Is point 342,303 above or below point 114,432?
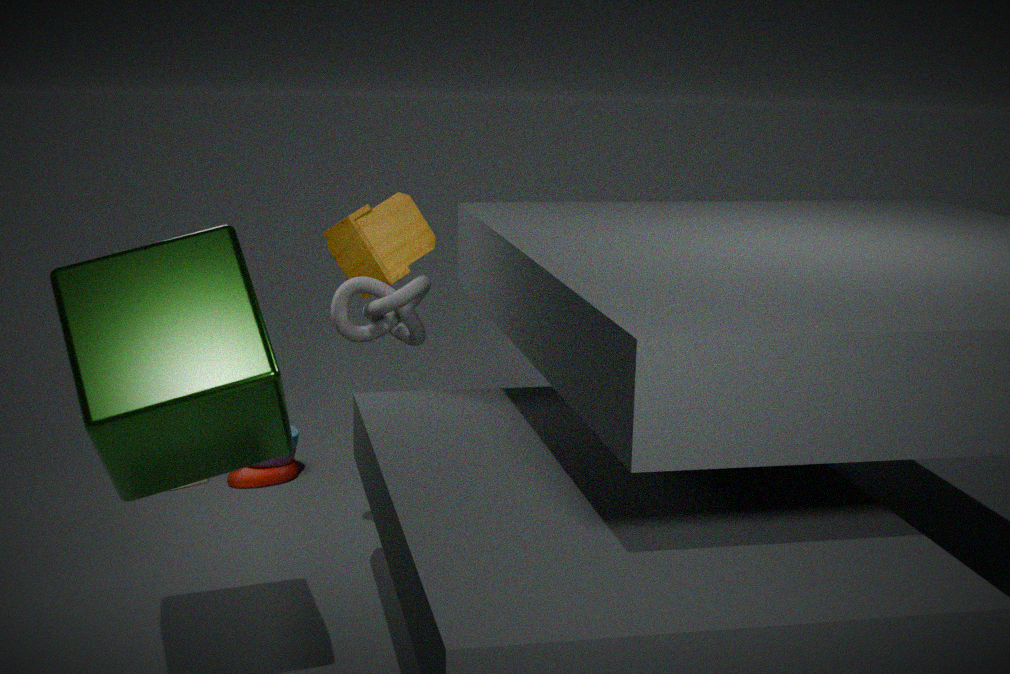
below
